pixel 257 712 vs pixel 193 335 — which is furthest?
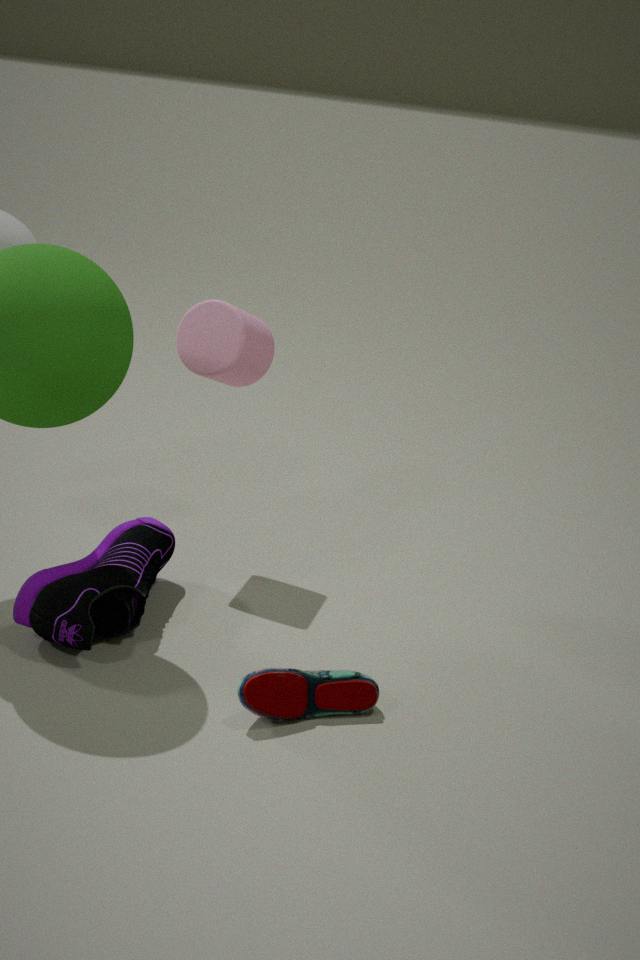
pixel 193 335
